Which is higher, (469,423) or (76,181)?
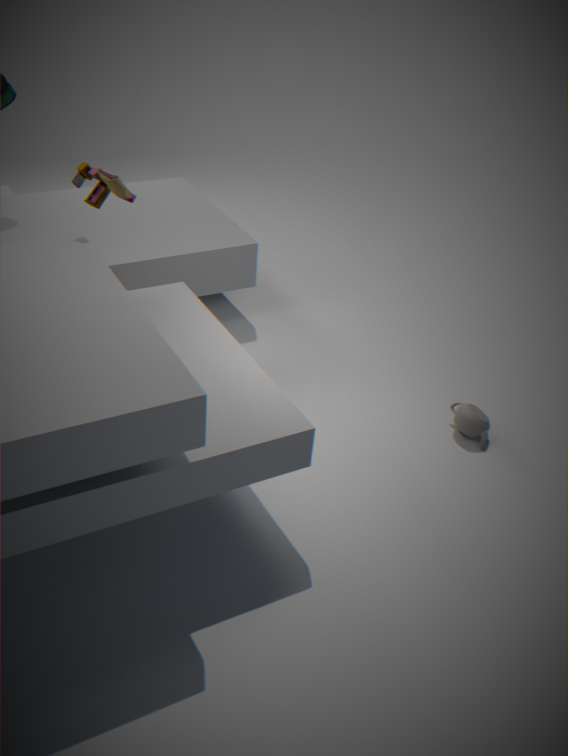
(76,181)
